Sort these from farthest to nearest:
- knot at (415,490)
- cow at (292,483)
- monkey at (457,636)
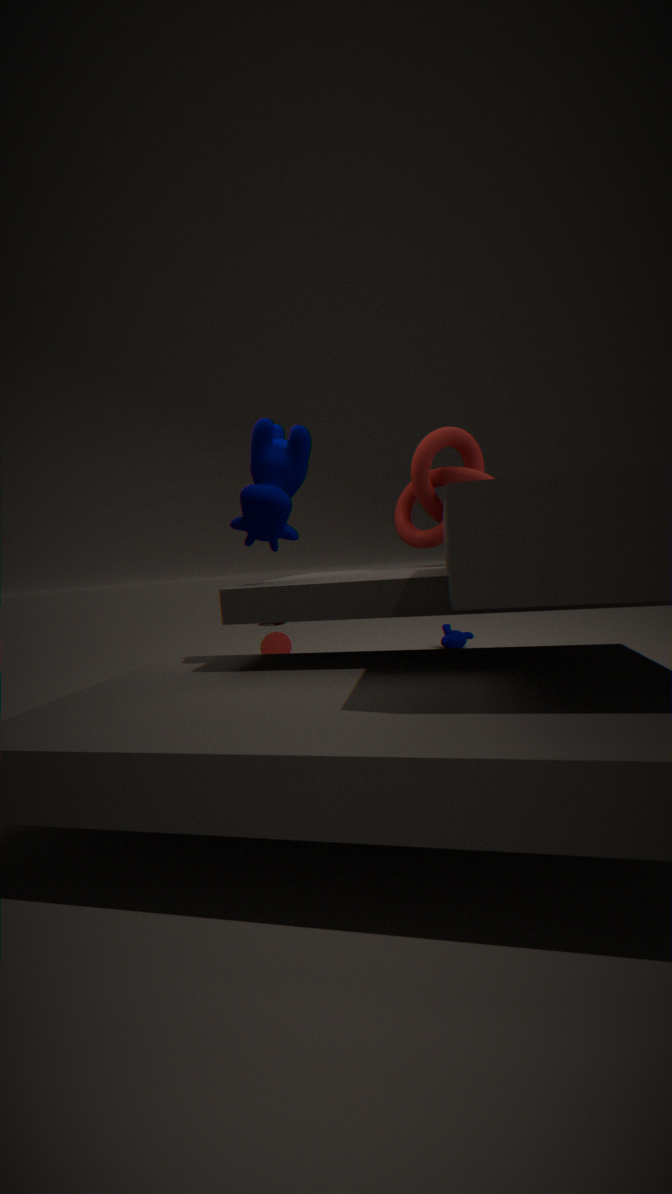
monkey at (457,636) → knot at (415,490) → cow at (292,483)
